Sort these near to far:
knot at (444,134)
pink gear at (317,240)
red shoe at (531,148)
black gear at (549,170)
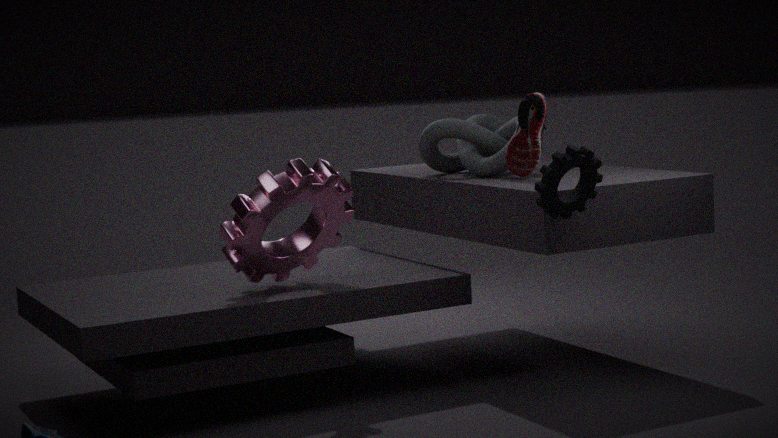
1. black gear at (549,170)
2. pink gear at (317,240)
3. red shoe at (531,148)
4. knot at (444,134)
